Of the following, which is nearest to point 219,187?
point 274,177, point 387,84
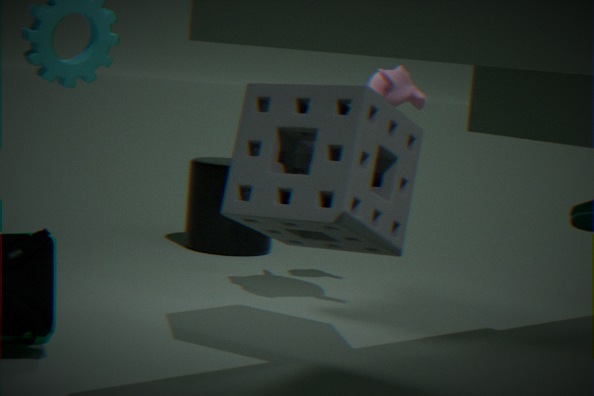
point 387,84
